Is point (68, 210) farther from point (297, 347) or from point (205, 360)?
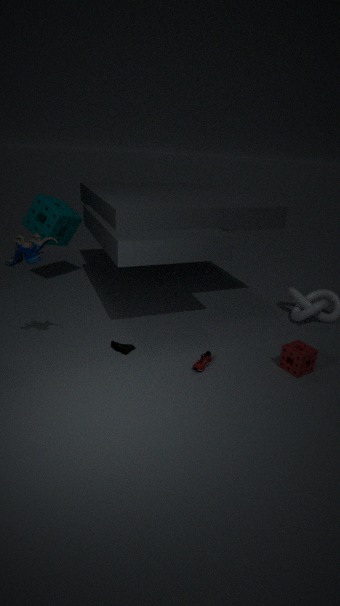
point (297, 347)
